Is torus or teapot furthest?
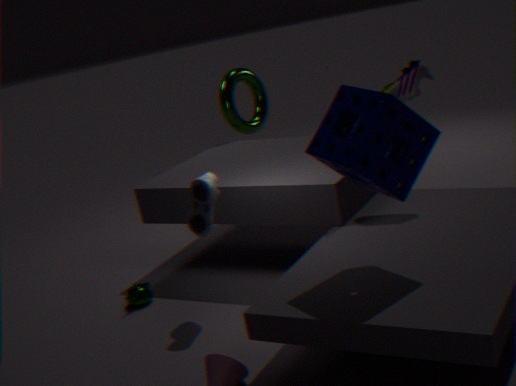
torus
